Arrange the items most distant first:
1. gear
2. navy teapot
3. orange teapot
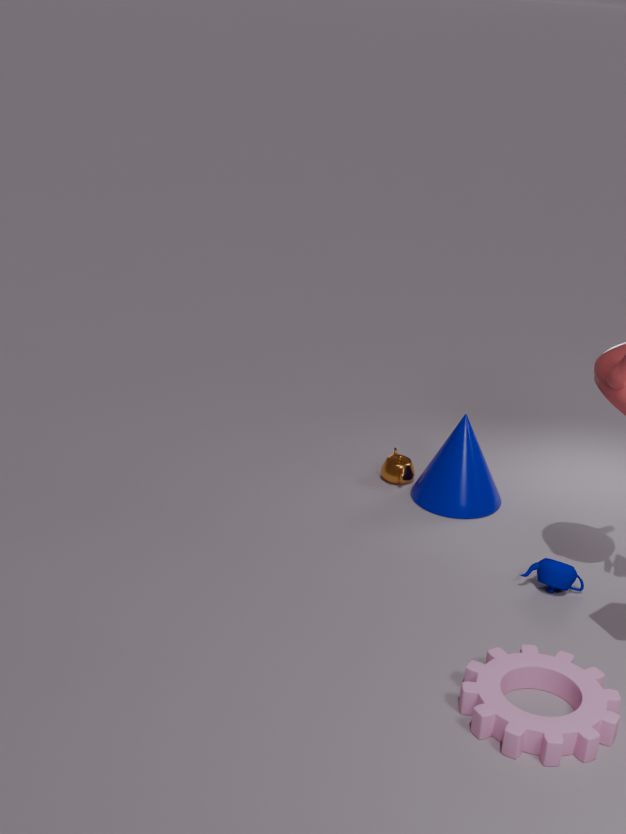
orange teapot < navy teapot < gear
